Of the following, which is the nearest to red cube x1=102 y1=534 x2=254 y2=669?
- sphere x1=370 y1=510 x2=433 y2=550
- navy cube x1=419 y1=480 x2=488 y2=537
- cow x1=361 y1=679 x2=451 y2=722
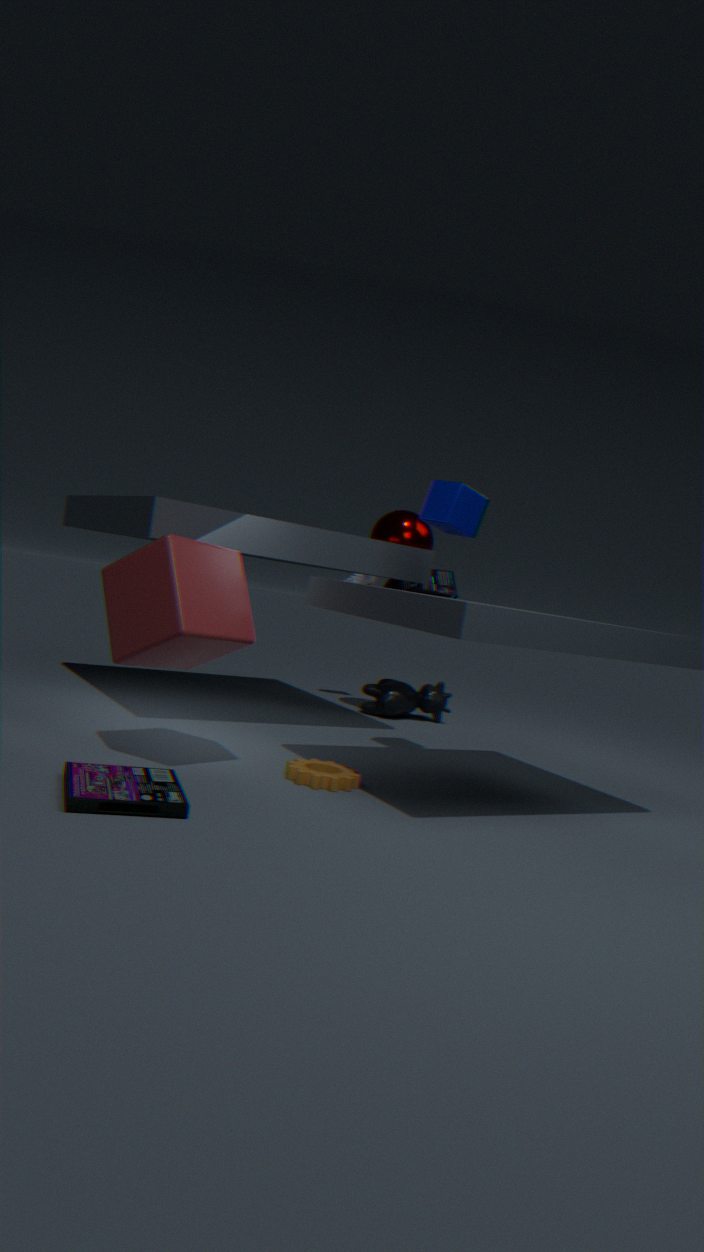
navy cube x1=419 y1=480 x2=488 y2=537
